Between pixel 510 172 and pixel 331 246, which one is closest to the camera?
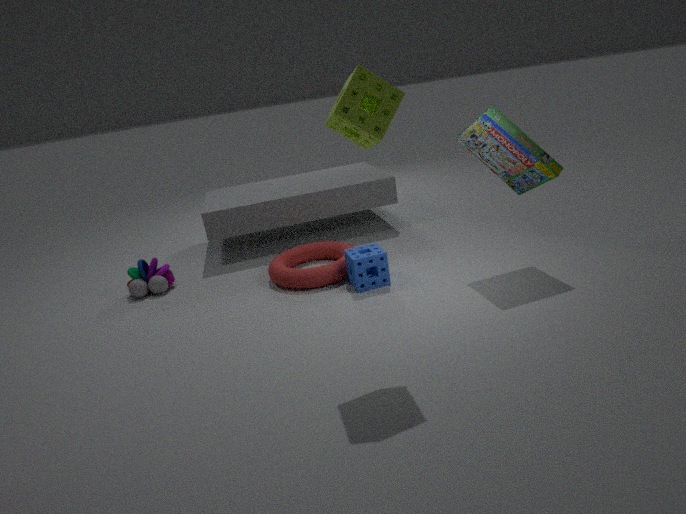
pixel 510 172
